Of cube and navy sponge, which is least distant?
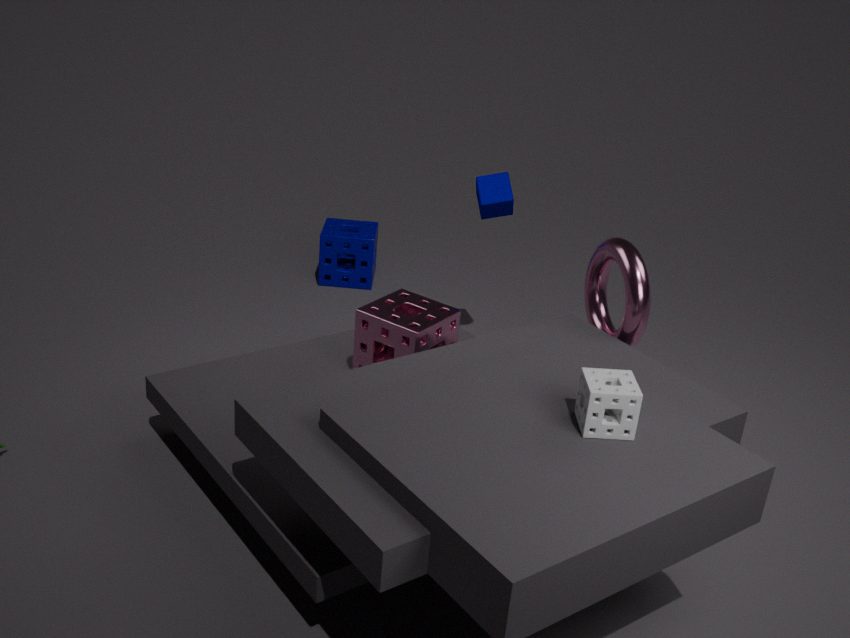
cube
